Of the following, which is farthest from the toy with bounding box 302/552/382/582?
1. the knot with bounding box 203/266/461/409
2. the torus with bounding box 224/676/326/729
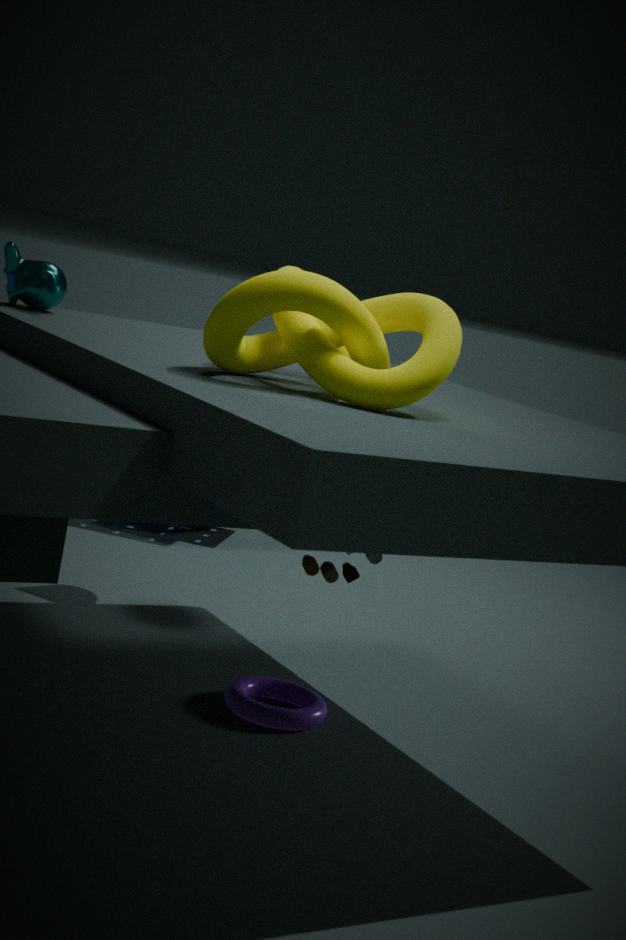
the torus with bounding box 224/676/326/729
